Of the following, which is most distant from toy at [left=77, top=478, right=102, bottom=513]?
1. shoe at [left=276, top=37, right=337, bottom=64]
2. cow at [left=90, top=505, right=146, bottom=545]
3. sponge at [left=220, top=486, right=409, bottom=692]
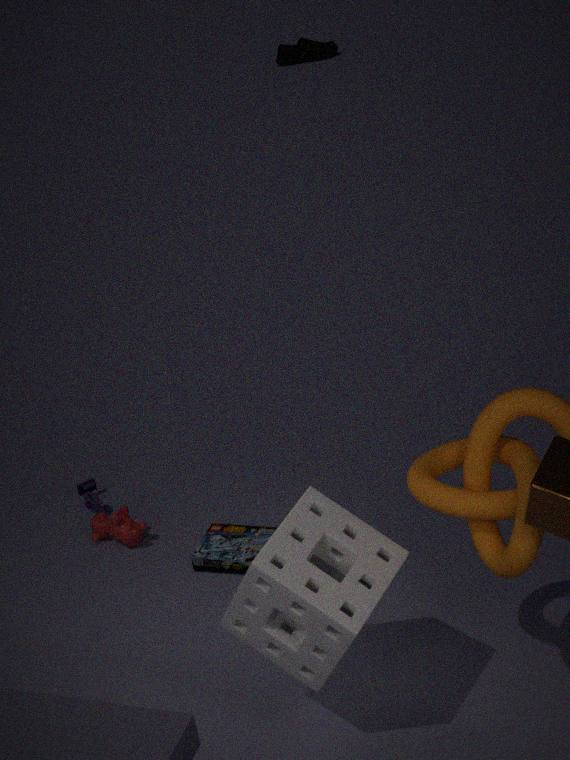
shoe at [left=276, top=37, right=337, bottom=64]
